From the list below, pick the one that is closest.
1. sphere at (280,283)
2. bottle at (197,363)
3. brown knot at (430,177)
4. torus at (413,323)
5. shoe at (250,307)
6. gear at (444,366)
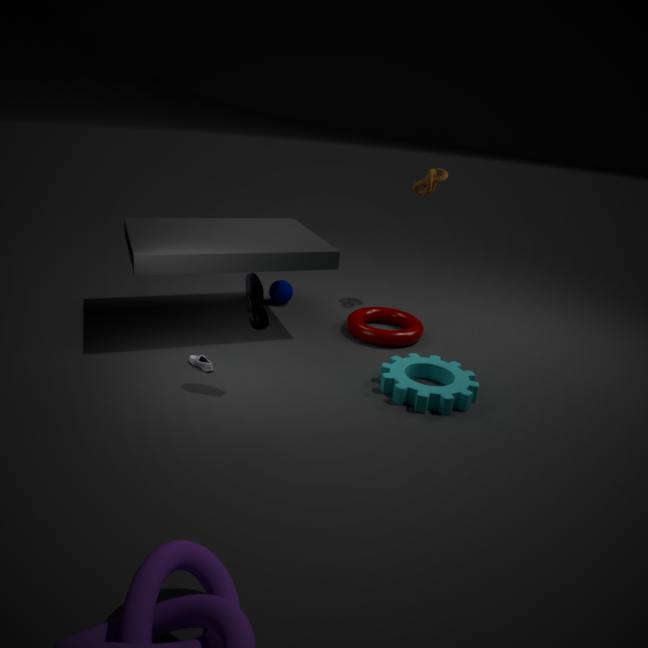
shoe at (250,307)
